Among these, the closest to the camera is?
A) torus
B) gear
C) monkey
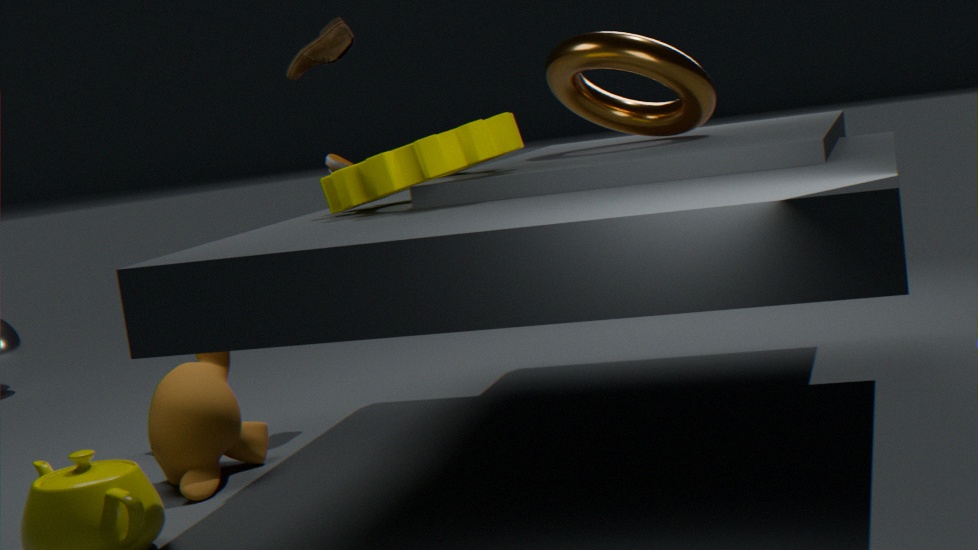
gear
